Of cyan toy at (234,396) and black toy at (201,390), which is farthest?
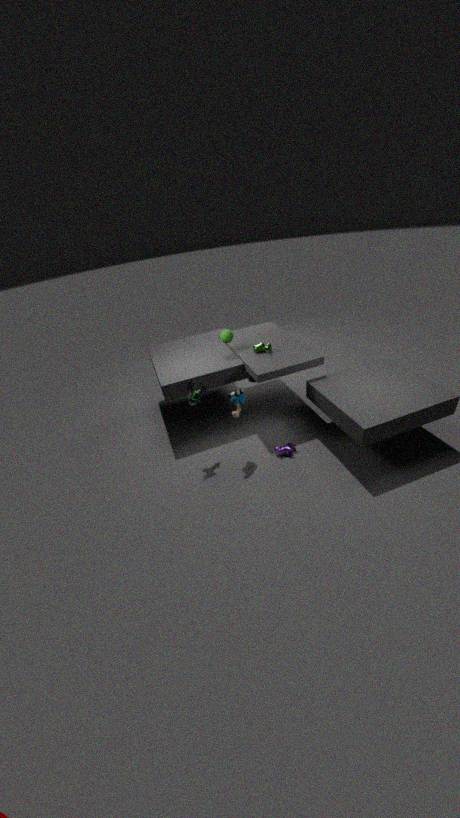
black toy at (201,390)
